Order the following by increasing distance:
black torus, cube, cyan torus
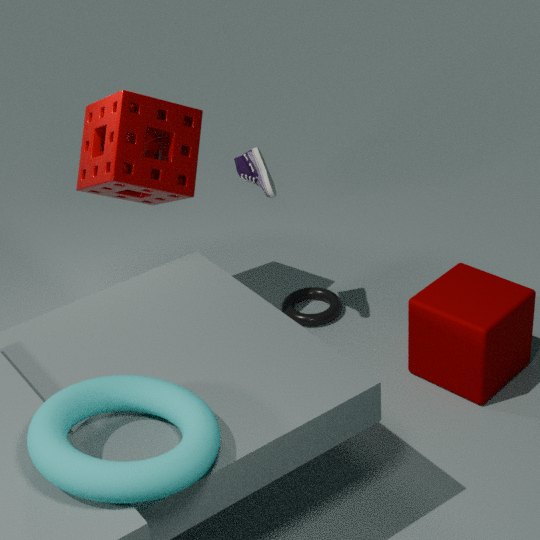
cyan torus
cube
black torus
